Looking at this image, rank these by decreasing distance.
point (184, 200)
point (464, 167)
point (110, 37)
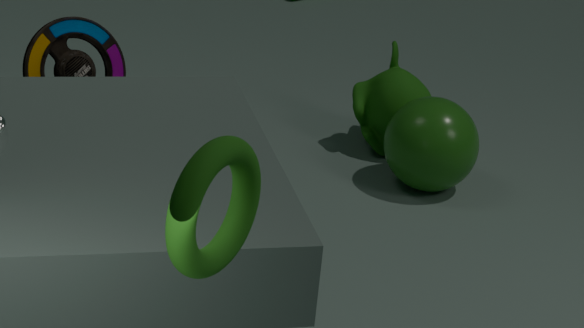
point (464, 167)
point (110, 37)
point (184, 200)
